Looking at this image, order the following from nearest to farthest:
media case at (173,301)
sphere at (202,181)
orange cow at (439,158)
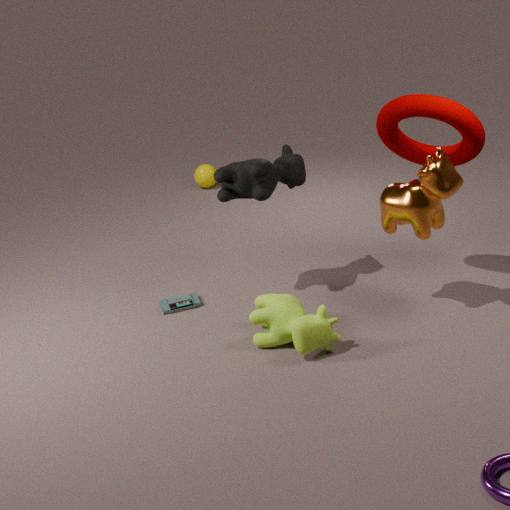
orange cow at (439,158), media case at (173,301), sphere at (202,181)
